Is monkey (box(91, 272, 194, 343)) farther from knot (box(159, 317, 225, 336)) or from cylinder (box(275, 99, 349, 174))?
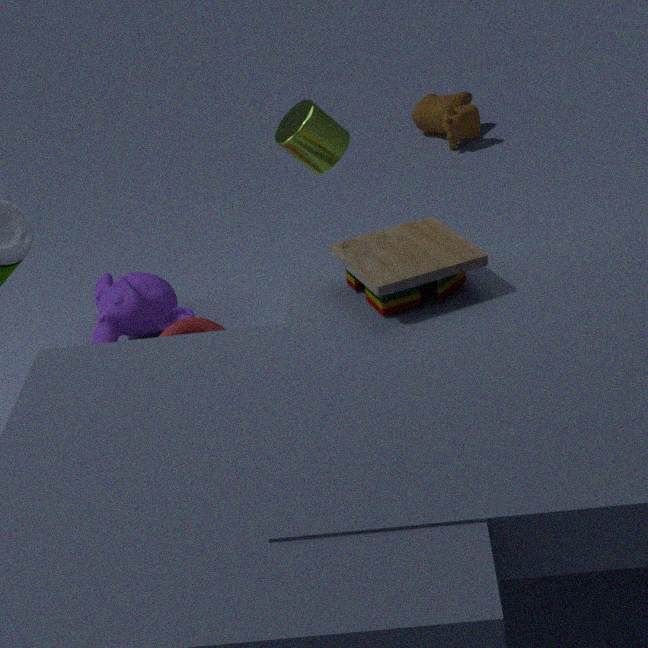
cylinder (box(275, 99, 349, 174))
